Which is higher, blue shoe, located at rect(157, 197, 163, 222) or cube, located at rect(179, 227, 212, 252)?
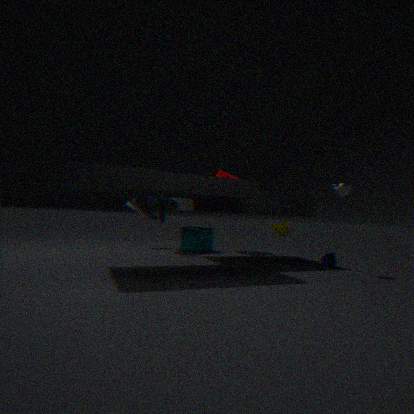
blue shoe, located at rect(157, 197, 163, 222)
